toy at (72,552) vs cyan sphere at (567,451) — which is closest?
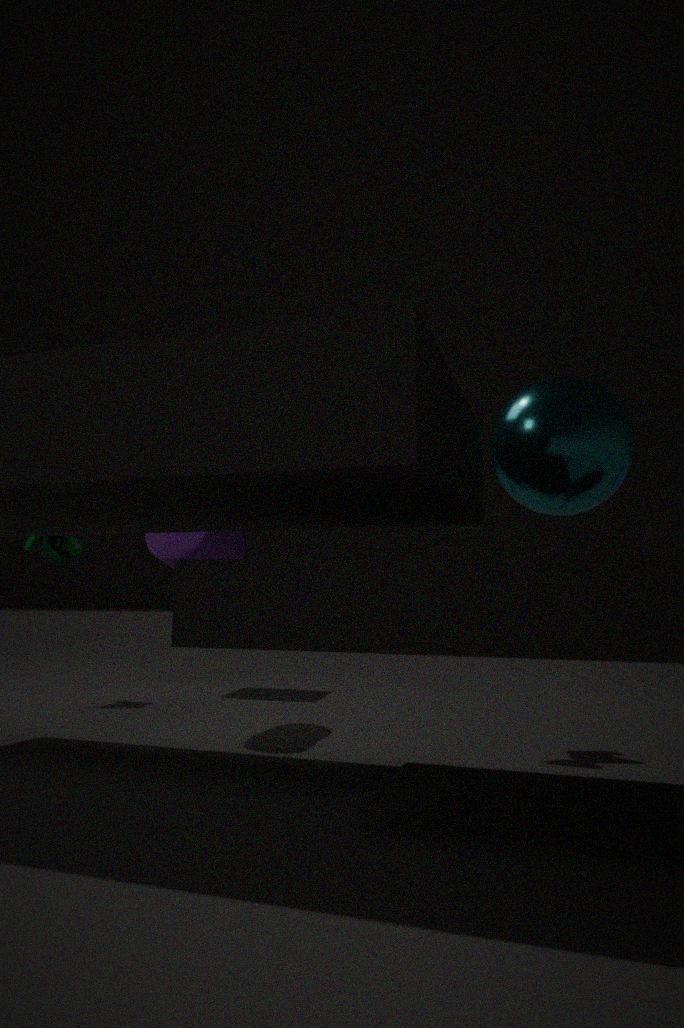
cyan sphere at (567,451)
